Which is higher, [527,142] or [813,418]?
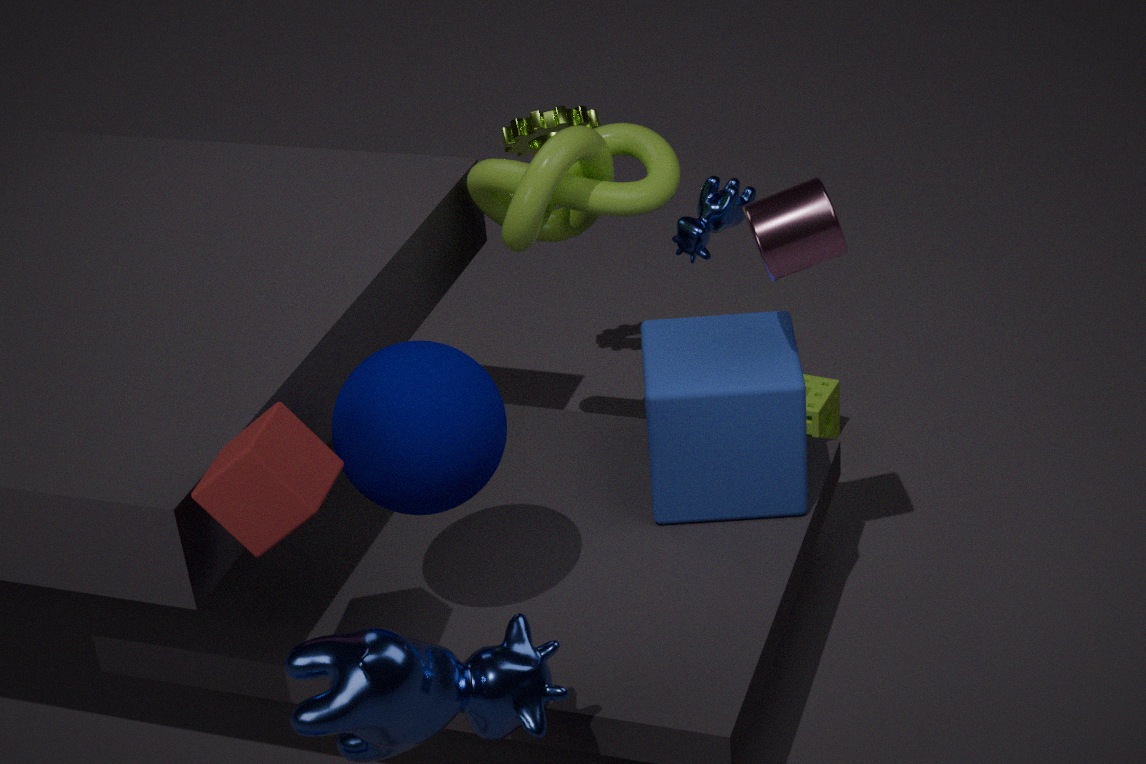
[527,142]
